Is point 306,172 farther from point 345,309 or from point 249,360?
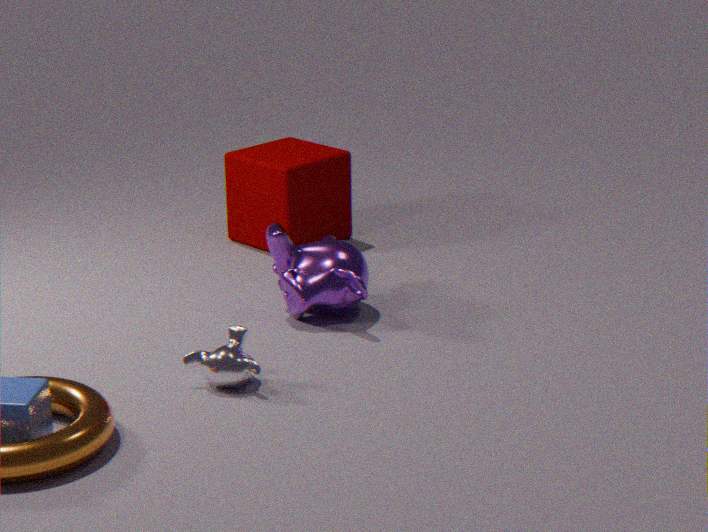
point 249,360
